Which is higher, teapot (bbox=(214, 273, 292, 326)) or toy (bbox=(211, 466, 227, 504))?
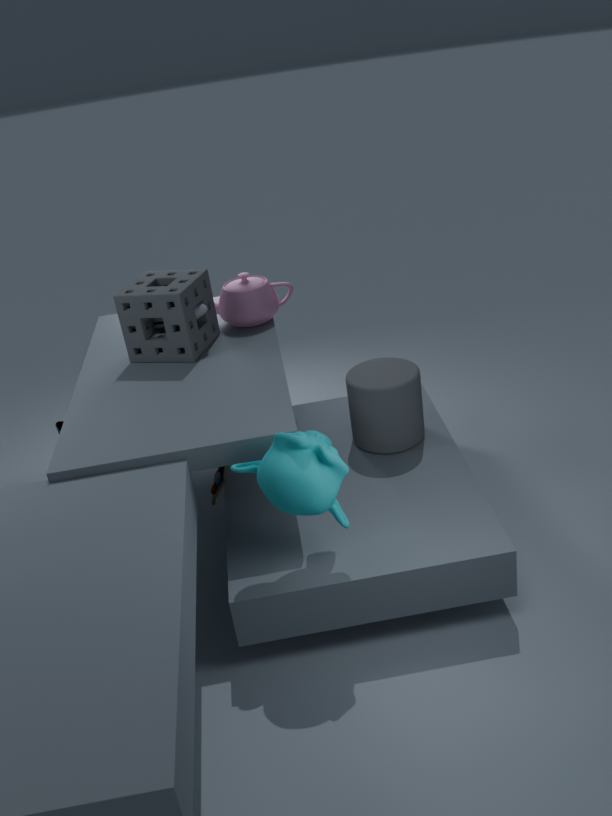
teapot (bbox=(214, 273, 292, 326))
